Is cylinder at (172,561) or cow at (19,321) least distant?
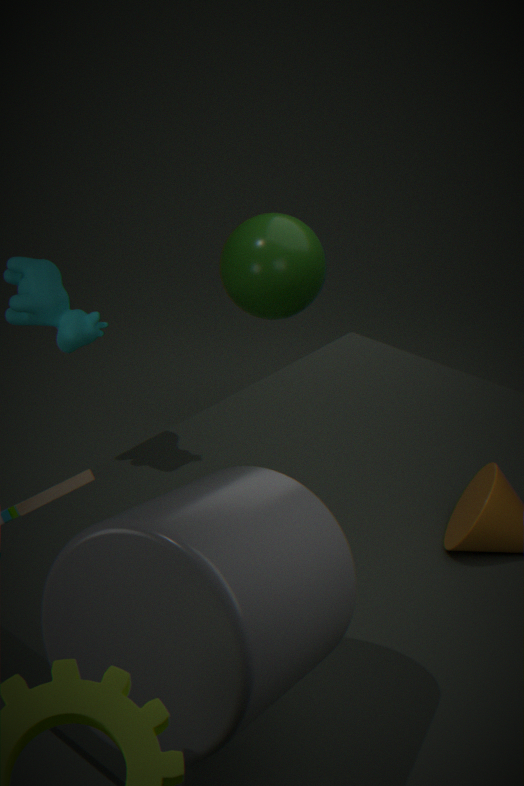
cylinder at (172,561)
